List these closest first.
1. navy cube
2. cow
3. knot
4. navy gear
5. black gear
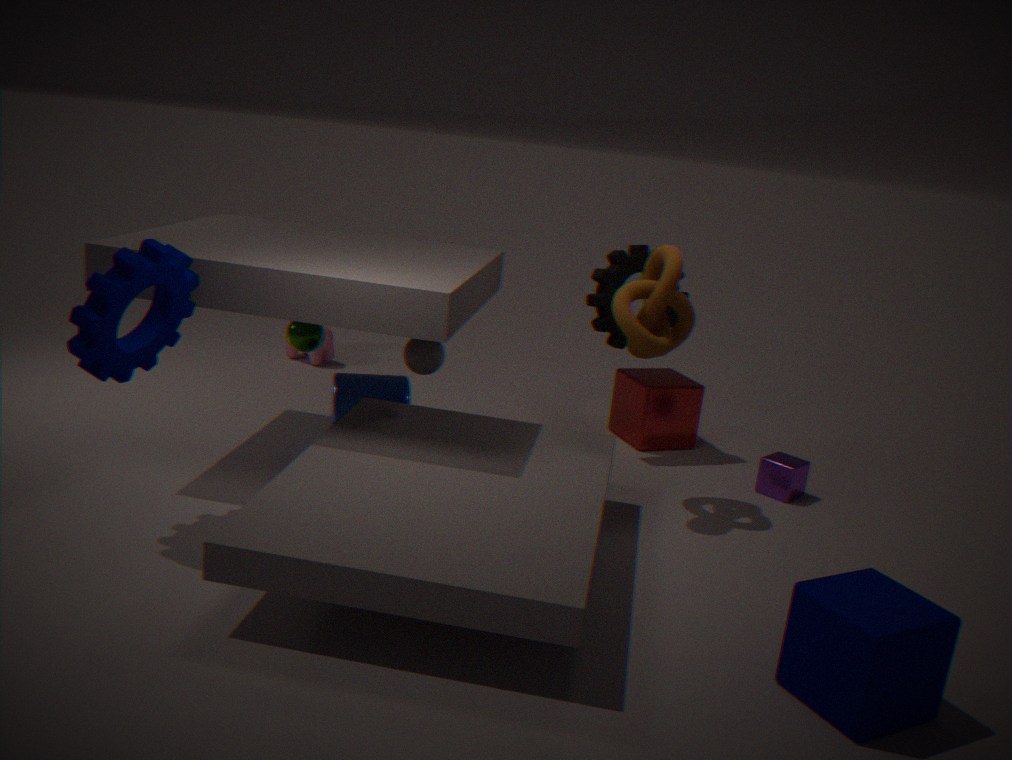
navy cube → navy gear → knot → black gear → cow
